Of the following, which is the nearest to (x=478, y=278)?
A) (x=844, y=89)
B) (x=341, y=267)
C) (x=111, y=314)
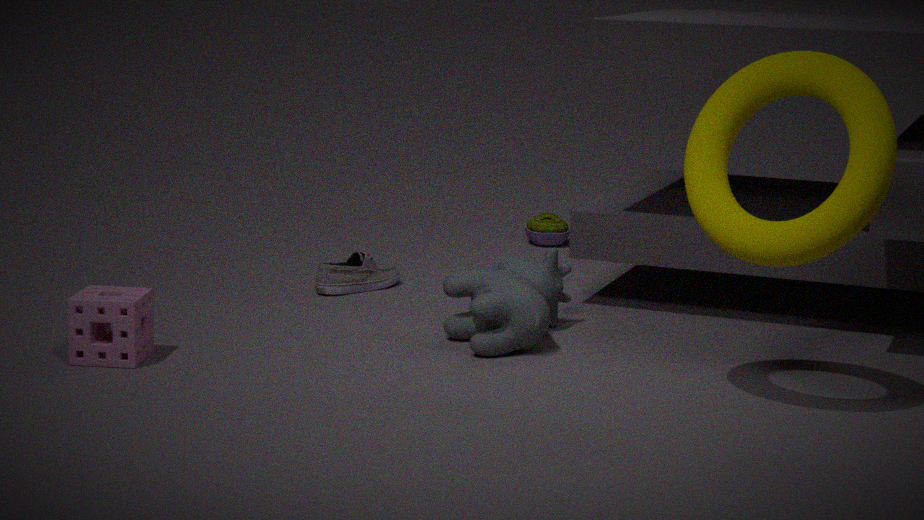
(x=341, y=267)
